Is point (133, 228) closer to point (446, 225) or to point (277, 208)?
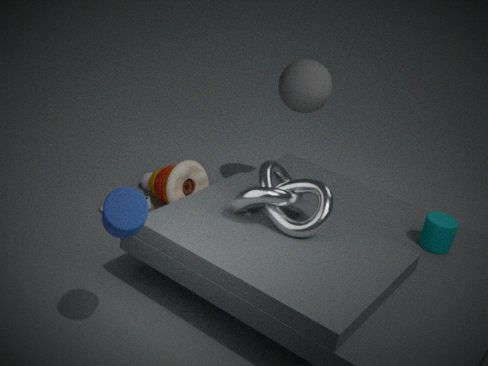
point (277, 208)
